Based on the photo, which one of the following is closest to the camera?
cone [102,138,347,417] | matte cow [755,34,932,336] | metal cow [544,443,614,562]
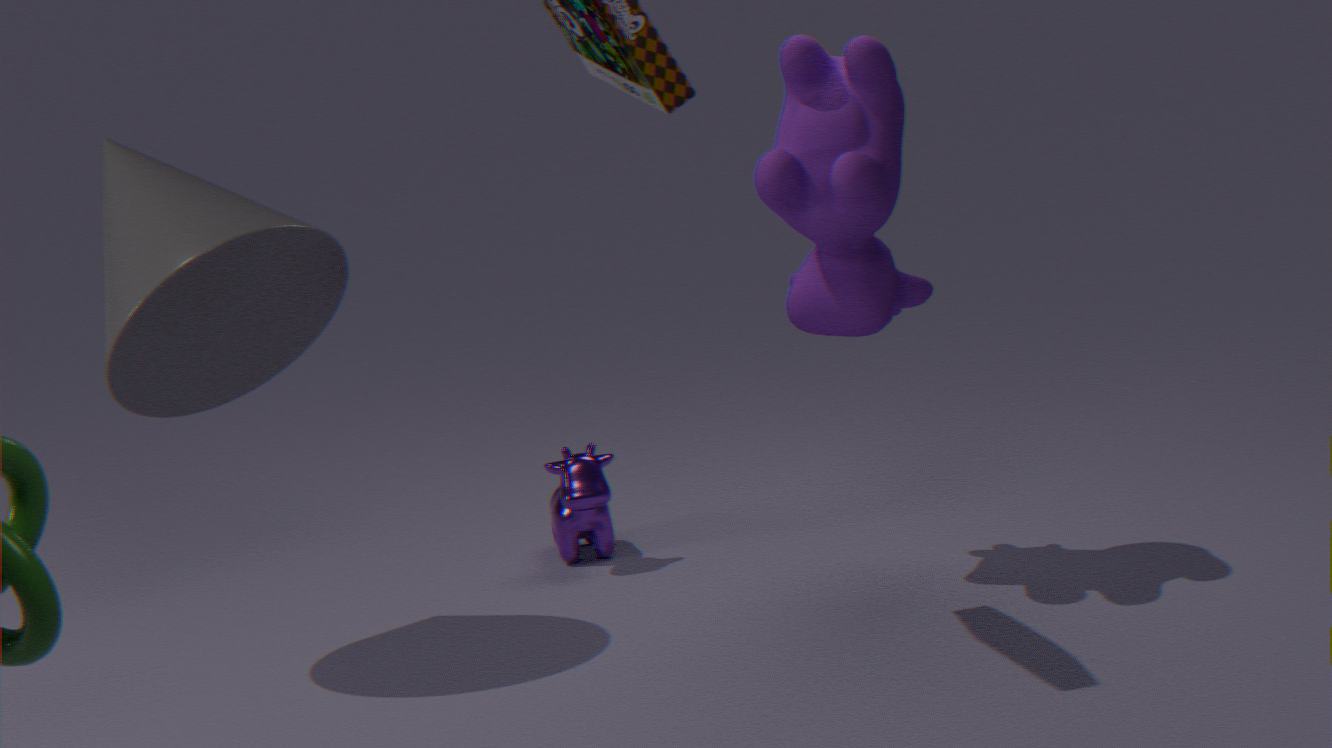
cone [102,138,347,417]
